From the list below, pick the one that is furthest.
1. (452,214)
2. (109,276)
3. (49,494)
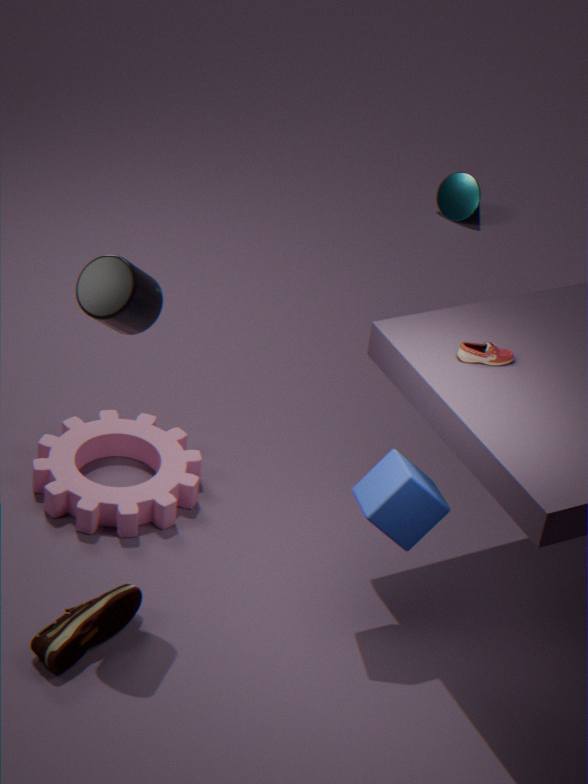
(452,214)
